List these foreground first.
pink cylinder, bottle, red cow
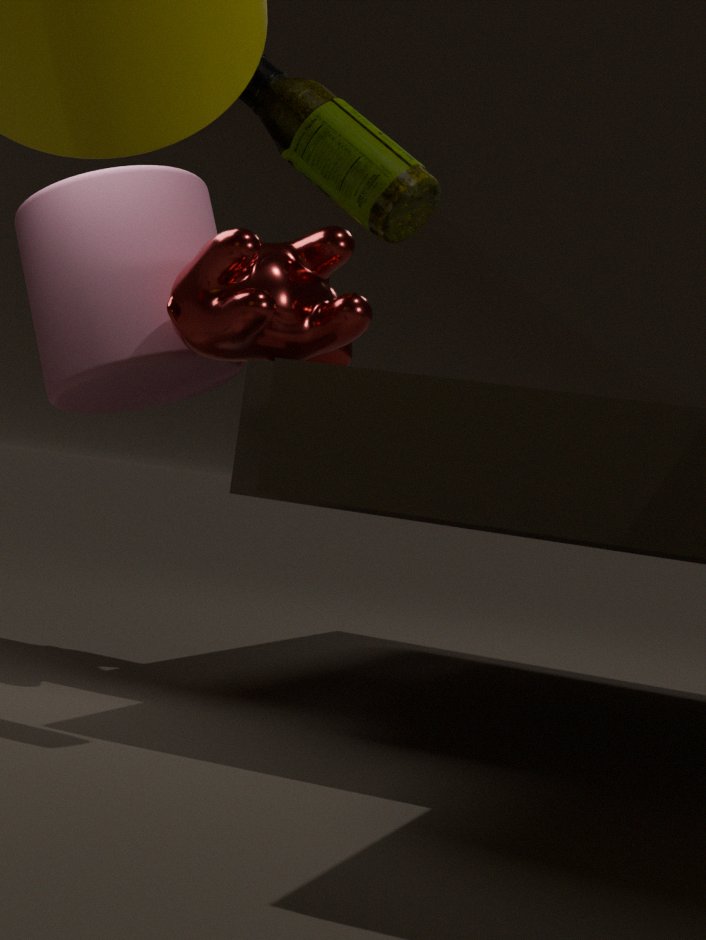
1. bottle
2. red cow
3. pink cylinder
